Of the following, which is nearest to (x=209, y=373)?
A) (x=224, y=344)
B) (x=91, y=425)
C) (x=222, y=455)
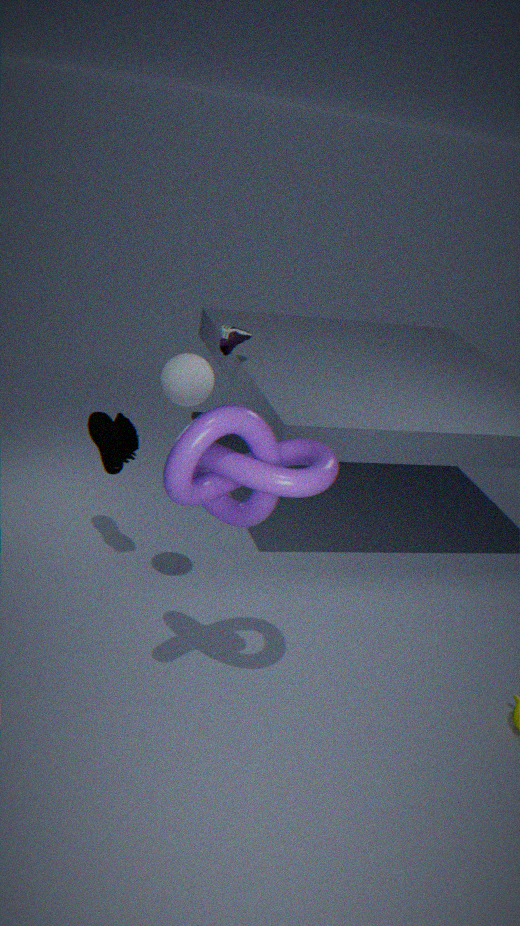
(x=222, y=455)
